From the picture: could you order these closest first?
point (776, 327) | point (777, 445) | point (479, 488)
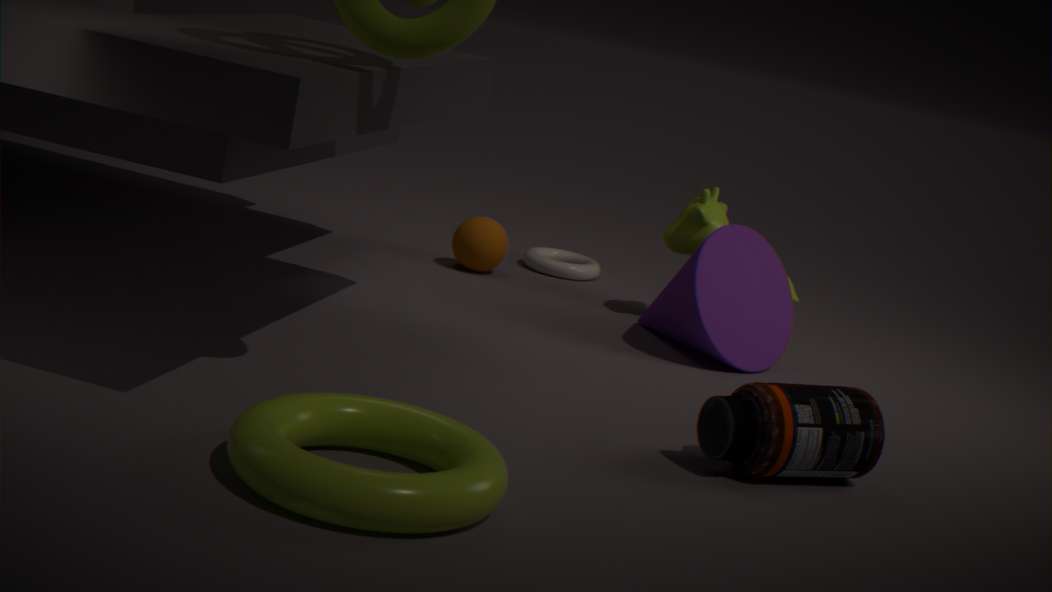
point (479, 488) < point (777, 445) < point (776, 327)
